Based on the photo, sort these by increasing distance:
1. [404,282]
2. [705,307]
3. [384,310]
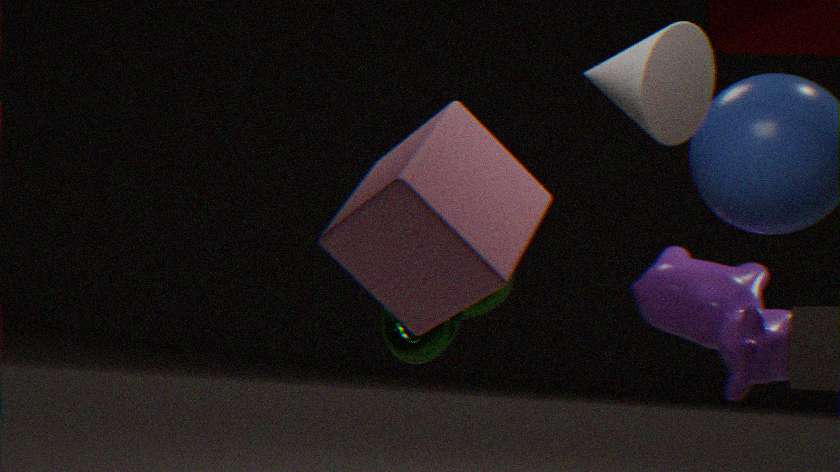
1. [404,282]
2. [384,310]
3. [705,307]
